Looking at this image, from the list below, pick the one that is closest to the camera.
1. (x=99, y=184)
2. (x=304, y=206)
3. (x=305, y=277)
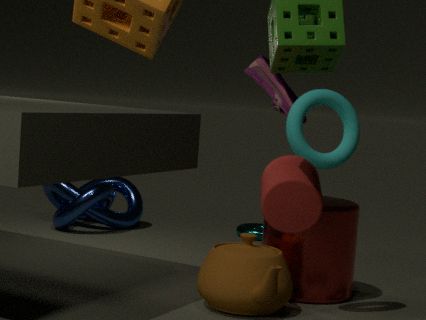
(x=304, y=206)
